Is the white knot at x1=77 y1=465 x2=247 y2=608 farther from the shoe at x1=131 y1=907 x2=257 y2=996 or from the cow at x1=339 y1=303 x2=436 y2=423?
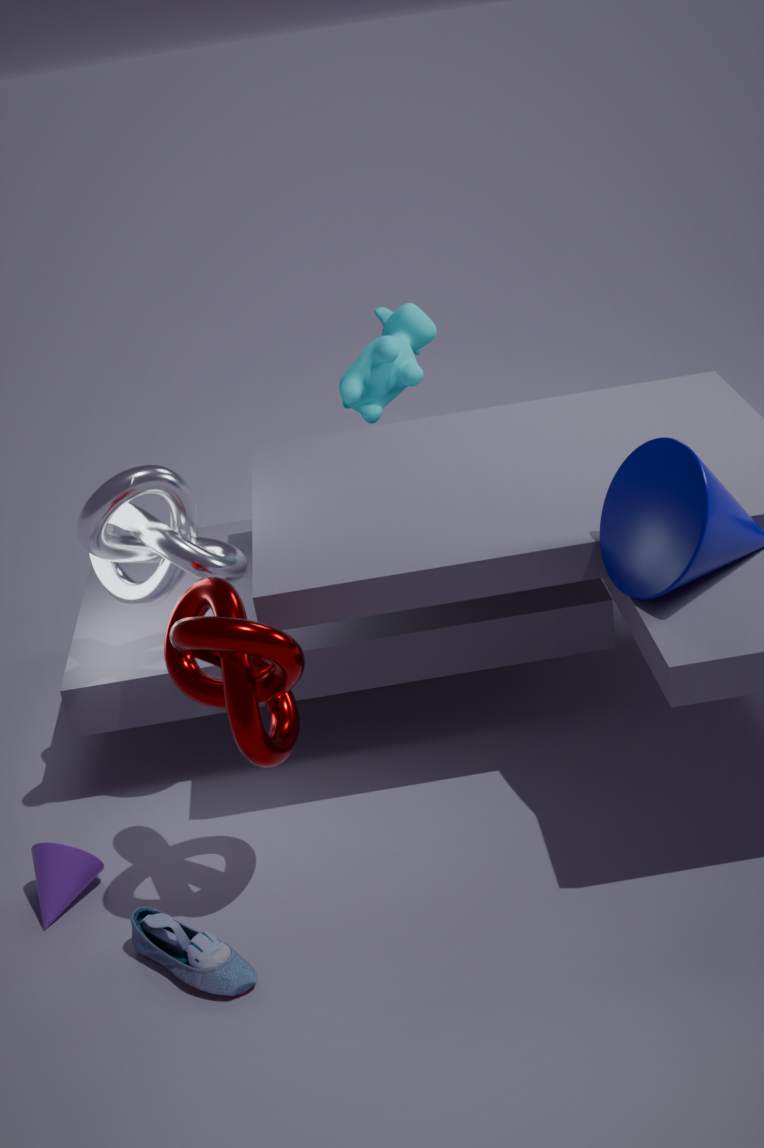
the shoe at x1=131 y1=907 x2=257 y2=996
